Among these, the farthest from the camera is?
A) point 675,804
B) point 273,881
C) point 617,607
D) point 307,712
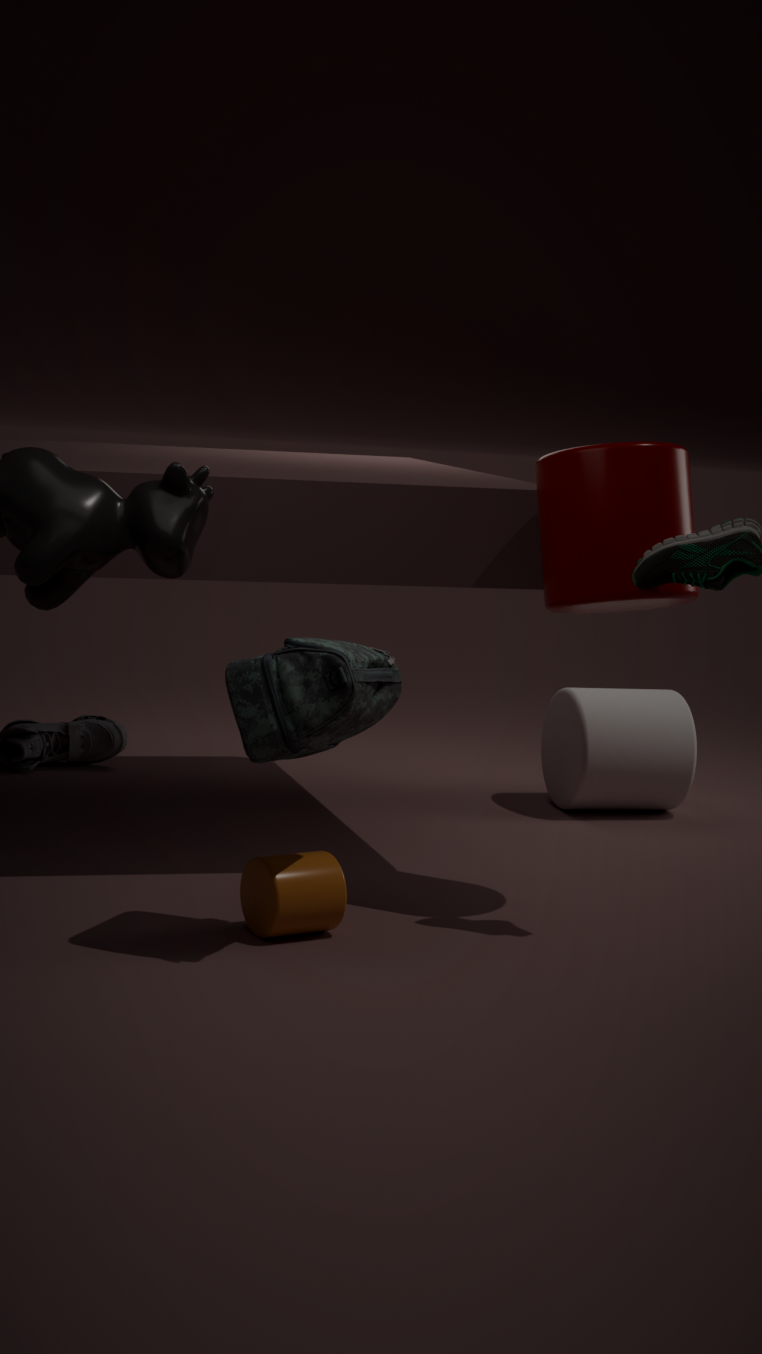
point 675,804
